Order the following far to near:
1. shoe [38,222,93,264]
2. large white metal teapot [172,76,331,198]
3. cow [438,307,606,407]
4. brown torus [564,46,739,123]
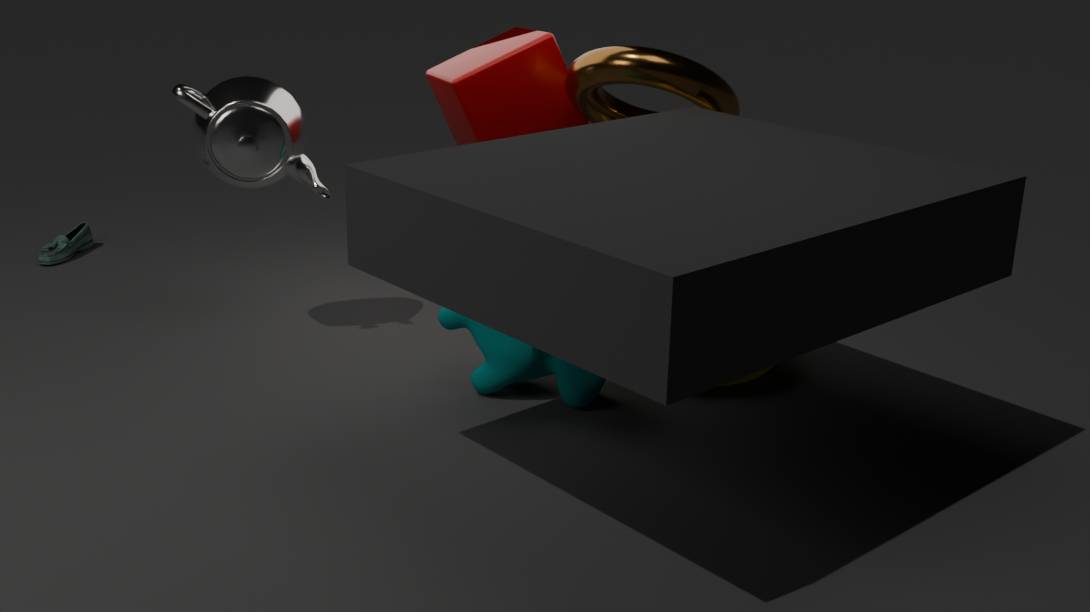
1. shoe [38,222,93,264]
2. large white metal teapot [172,76,331,198]
3. brown torus [564,46,739,123]
4. cow [438,307,606,407]
